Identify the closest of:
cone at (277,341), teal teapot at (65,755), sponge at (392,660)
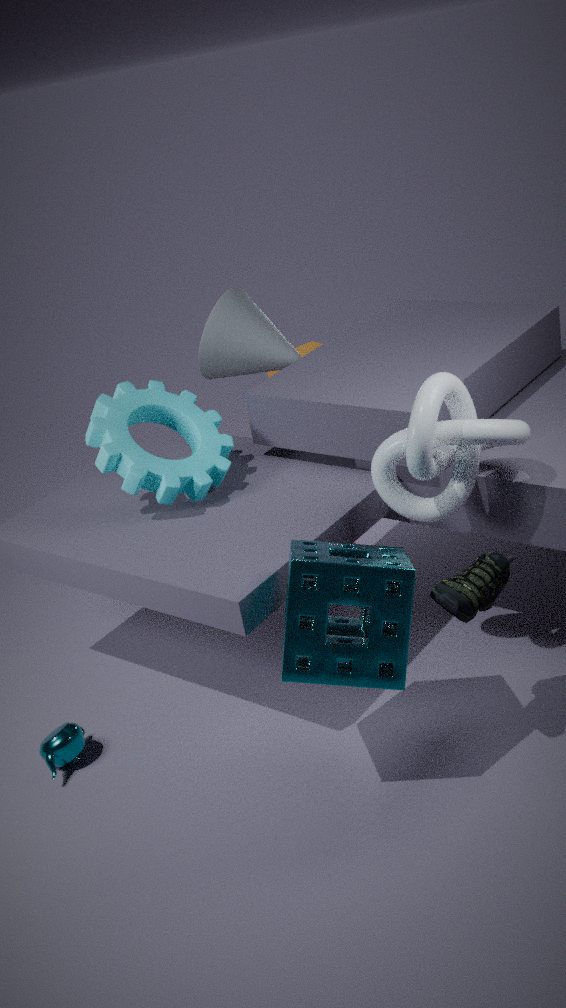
sponge at (392,660)
